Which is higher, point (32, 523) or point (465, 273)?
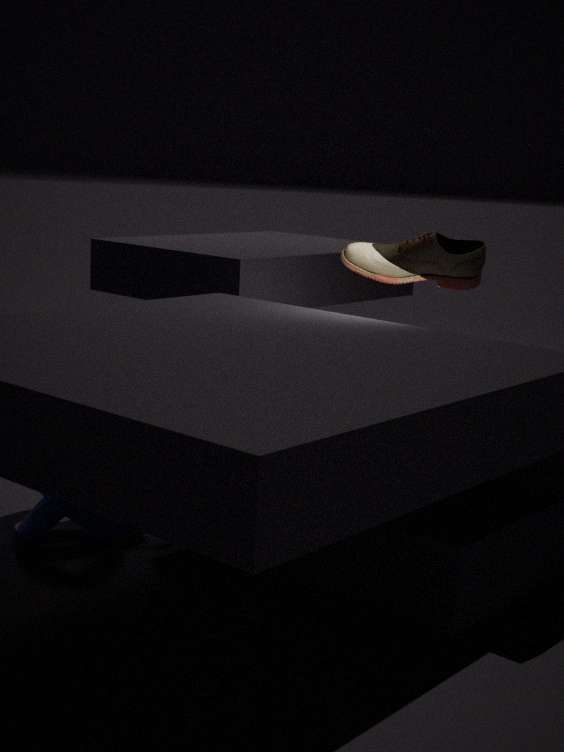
point (465, 273)
